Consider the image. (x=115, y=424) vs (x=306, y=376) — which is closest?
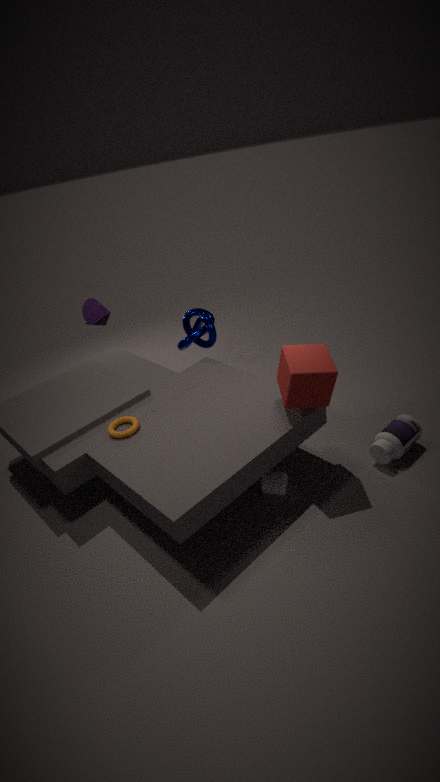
(x=306, y=376)
